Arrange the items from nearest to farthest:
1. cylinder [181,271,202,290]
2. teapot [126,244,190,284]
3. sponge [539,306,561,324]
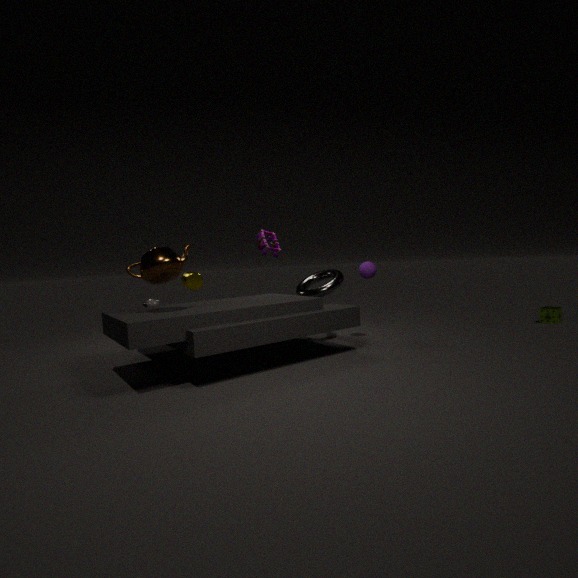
teapot [126,244,190,284], cylinder [181,271,202,290], sponge [539,306,561,324]
